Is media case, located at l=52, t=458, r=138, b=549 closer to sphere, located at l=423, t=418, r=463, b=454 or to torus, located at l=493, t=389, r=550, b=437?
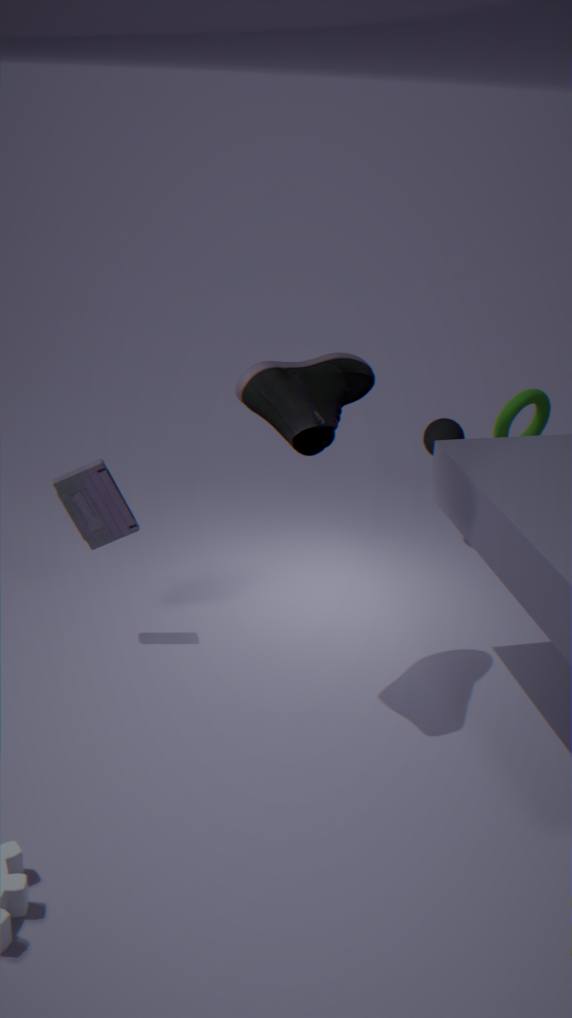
torus, located at l=493, t=389, r=550, b=437
